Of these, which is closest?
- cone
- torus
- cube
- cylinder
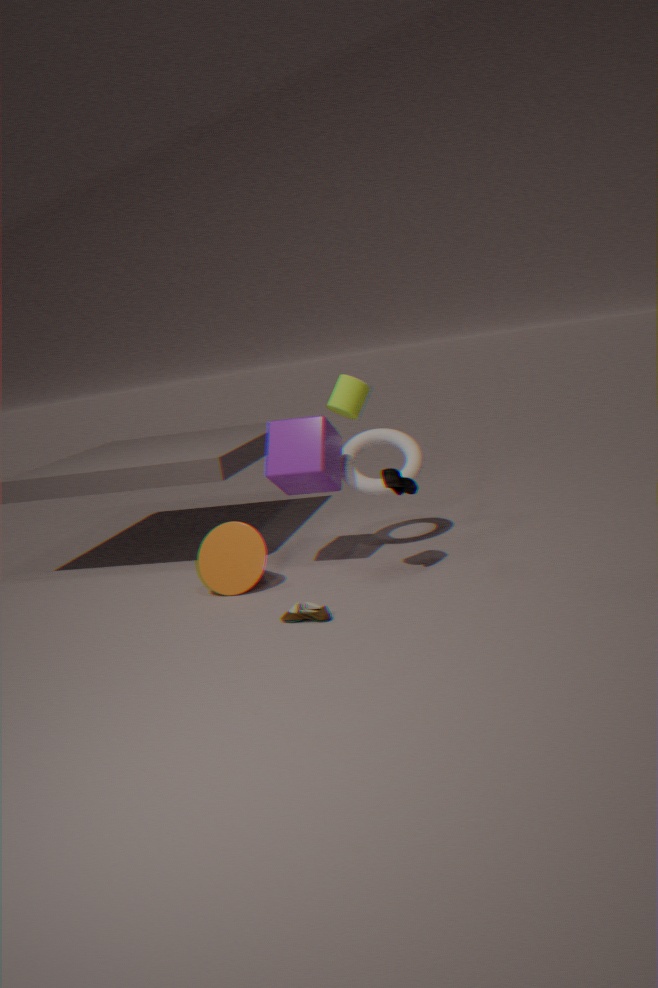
cylinder
